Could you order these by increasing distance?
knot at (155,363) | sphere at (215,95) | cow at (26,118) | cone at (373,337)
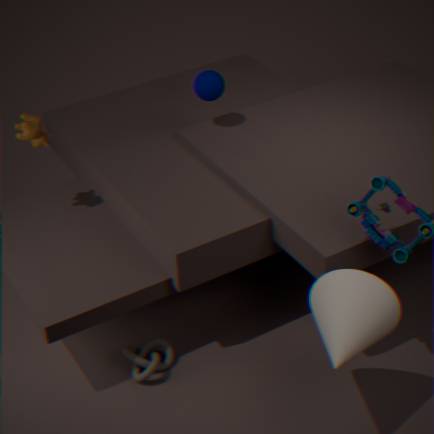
cone at (373,337)
knot at (155,363)
cow at (26,118)
sphere at (215,95)
